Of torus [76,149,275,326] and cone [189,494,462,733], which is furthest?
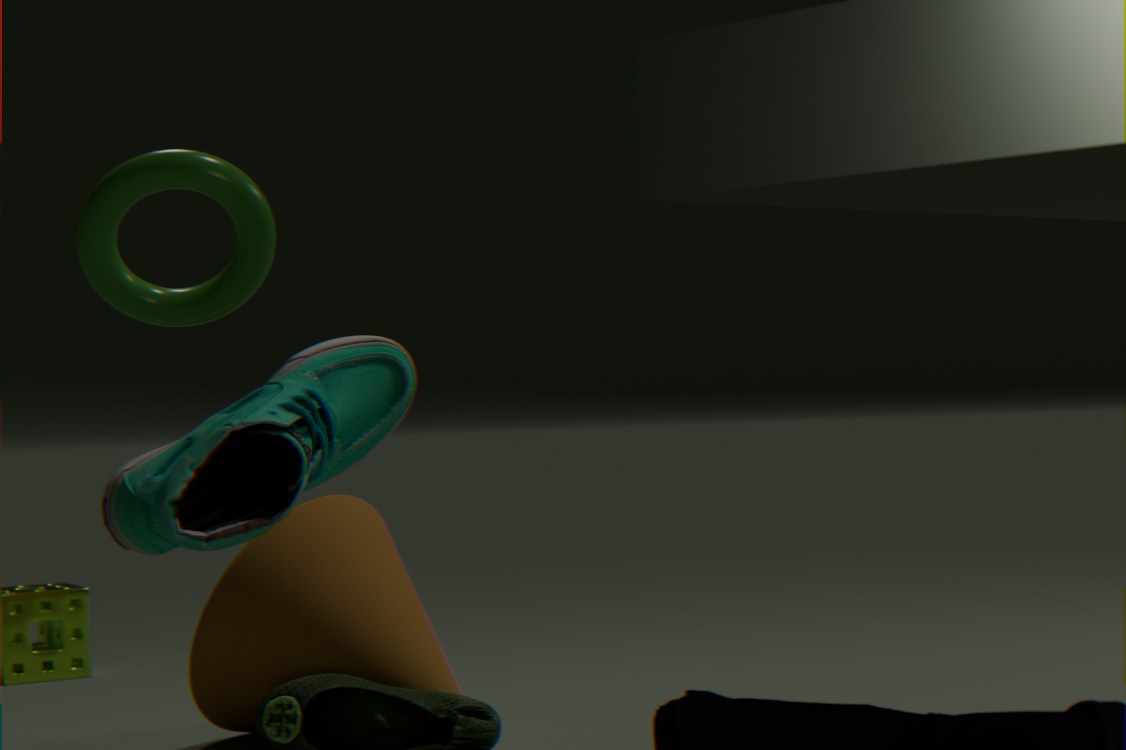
cone [189,494,462,733]
